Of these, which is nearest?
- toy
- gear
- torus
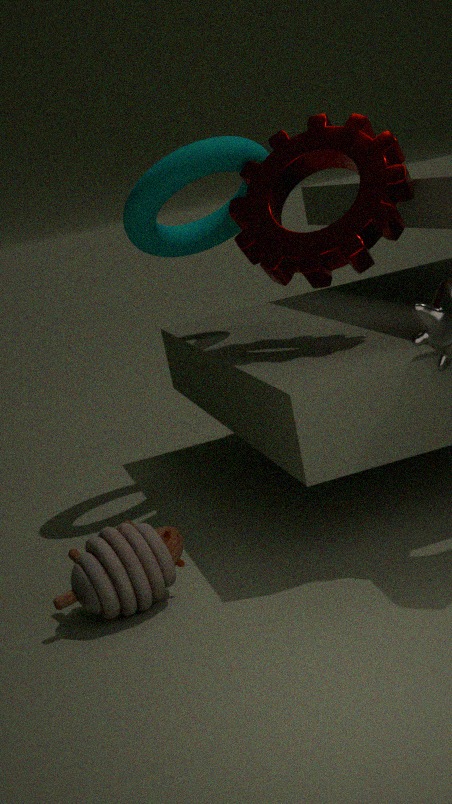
toy
